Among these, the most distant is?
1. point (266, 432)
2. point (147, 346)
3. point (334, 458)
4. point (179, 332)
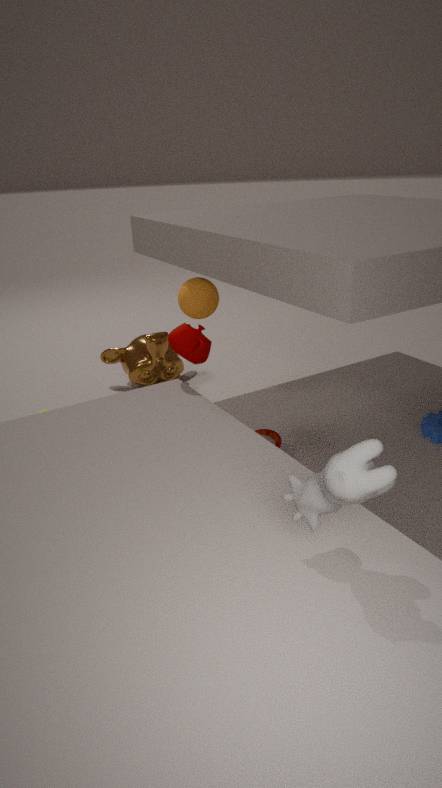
point (147, 346)
